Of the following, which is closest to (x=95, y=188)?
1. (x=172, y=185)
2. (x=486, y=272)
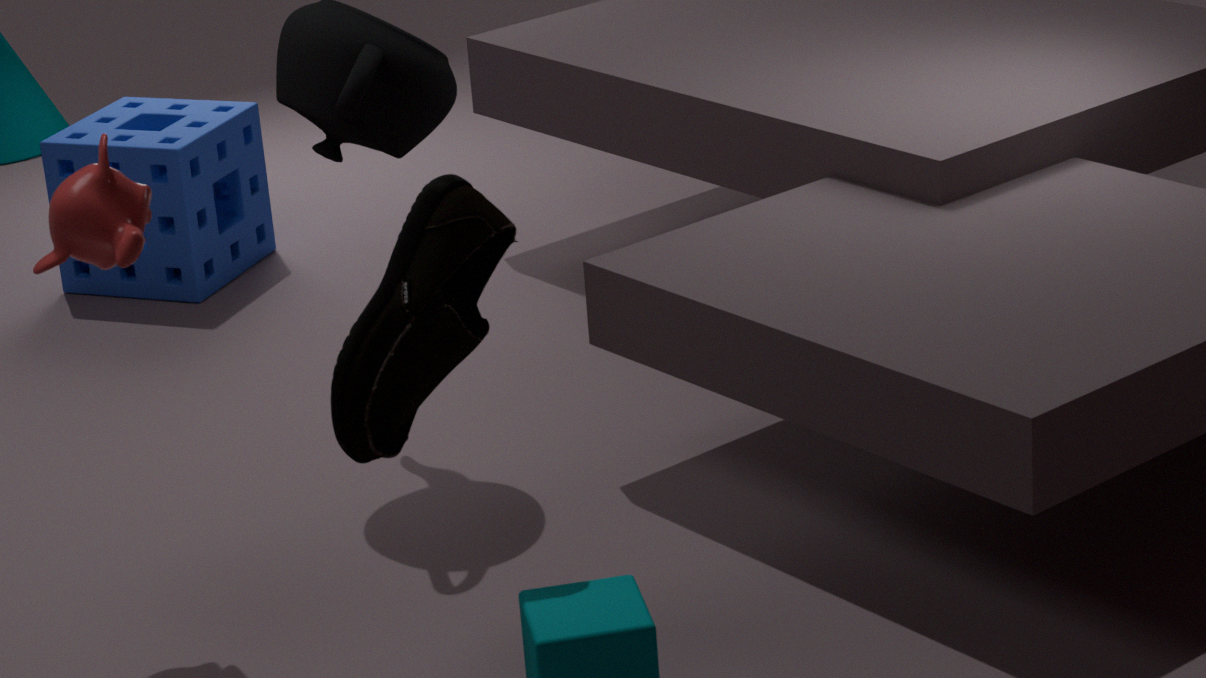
(x=486, y=272)
